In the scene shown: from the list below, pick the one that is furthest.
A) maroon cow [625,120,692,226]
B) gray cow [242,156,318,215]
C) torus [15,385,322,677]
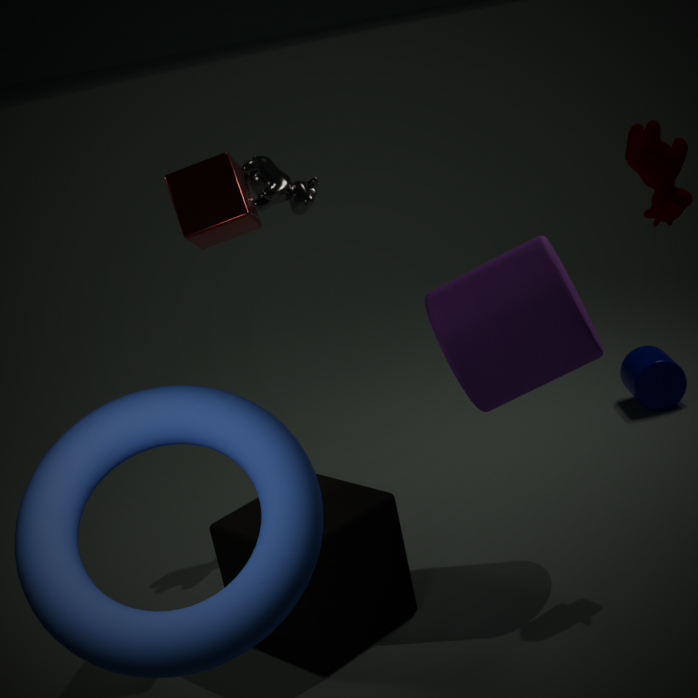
gray cow [242,156,318,215]
